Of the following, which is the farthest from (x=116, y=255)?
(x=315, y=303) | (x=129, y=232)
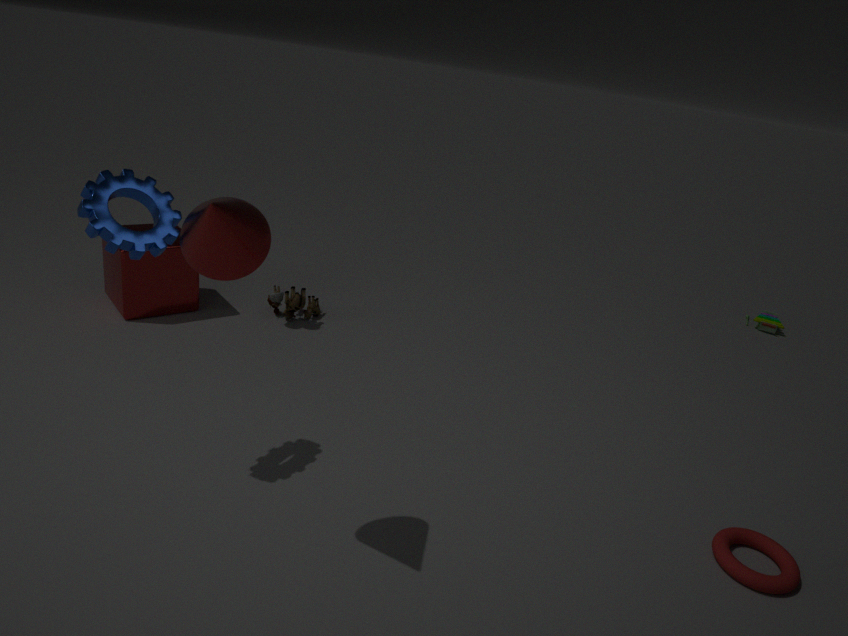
(x=129, y=232)
